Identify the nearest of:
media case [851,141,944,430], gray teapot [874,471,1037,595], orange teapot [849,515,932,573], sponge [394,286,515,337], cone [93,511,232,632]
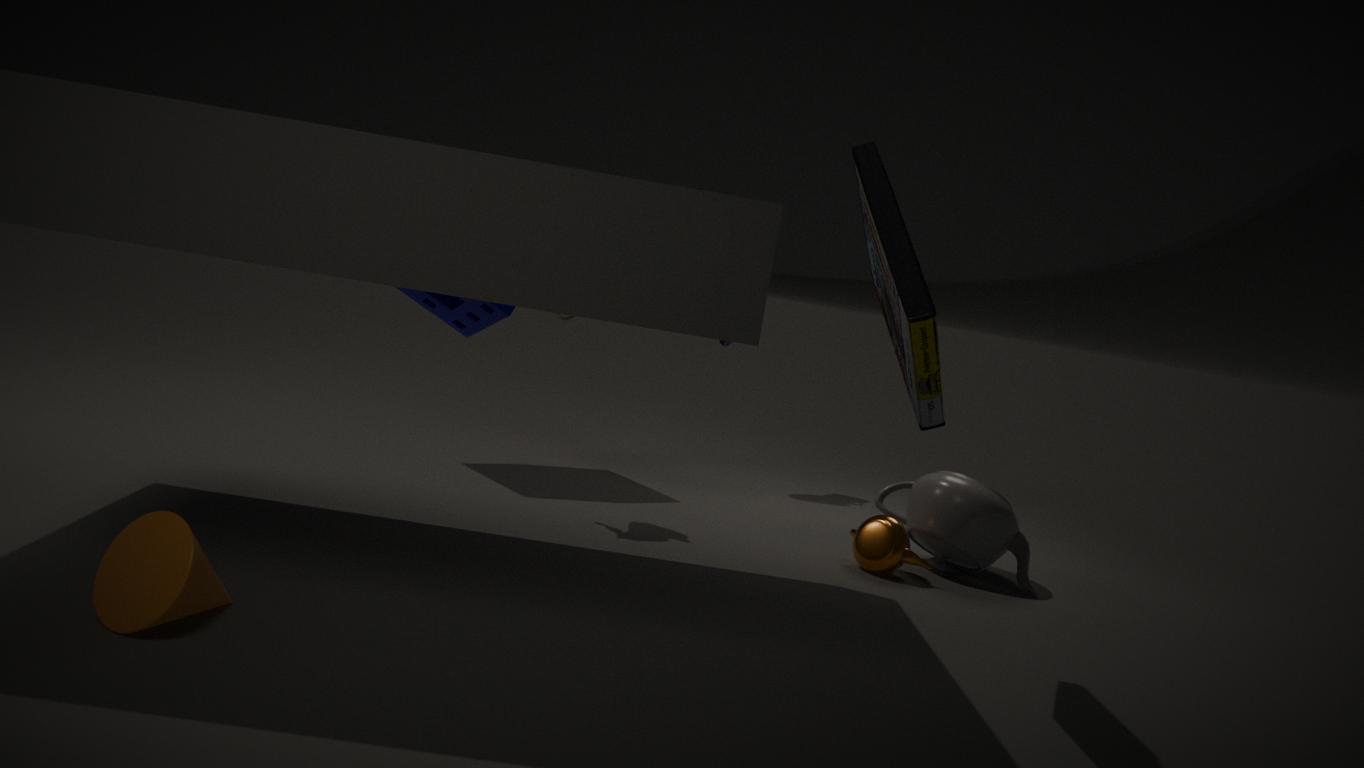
cone [93,511,232,632]
